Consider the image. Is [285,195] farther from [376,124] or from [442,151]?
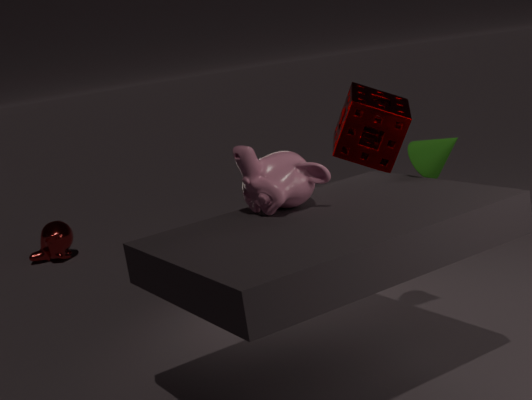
[376,124]
